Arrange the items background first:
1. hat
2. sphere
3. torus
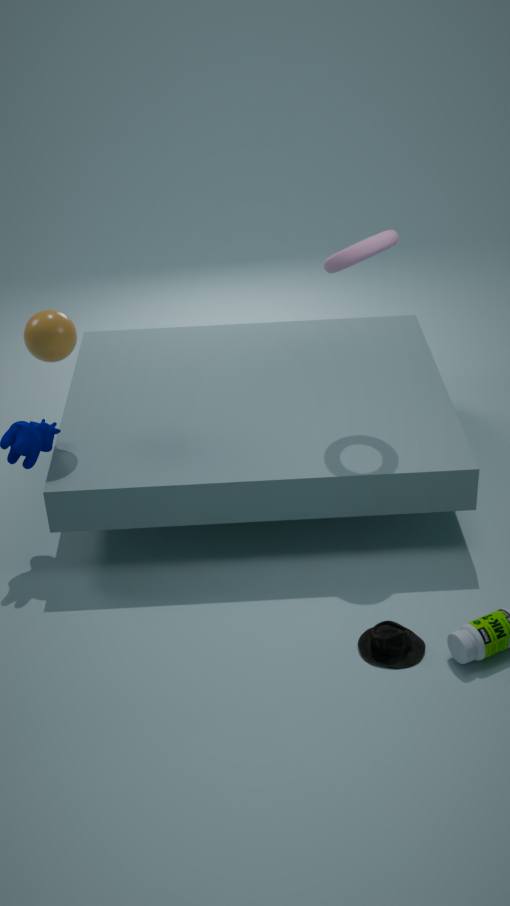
1. sphere
2. torus
3. hat
